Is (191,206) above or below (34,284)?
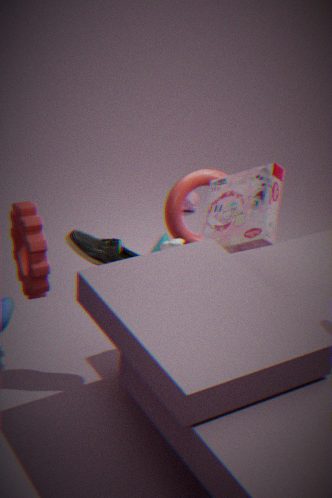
below
